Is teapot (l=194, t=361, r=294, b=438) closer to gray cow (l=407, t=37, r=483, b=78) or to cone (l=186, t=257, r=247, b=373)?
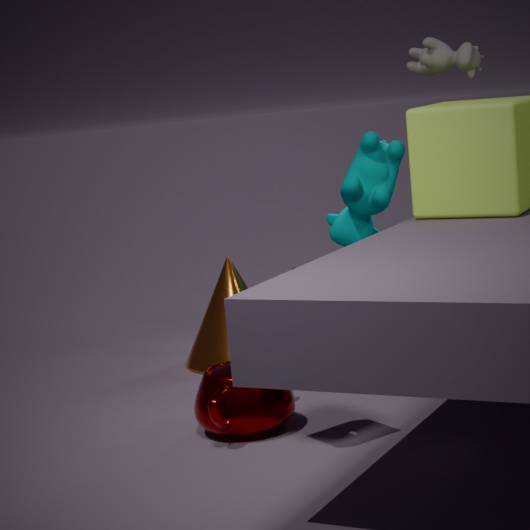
cone (l=186, t=257, r=247, b=373)
